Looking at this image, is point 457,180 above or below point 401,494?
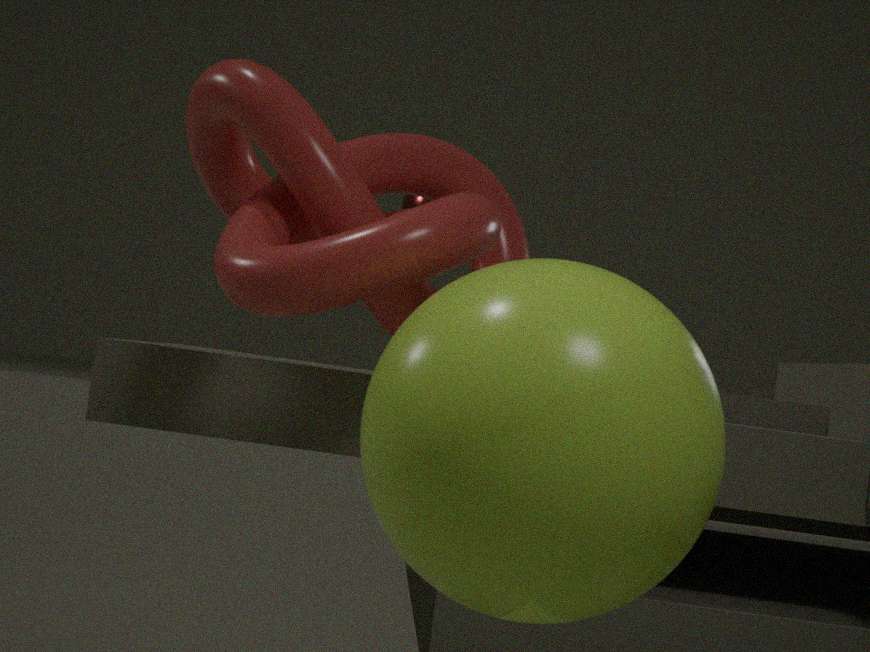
above
